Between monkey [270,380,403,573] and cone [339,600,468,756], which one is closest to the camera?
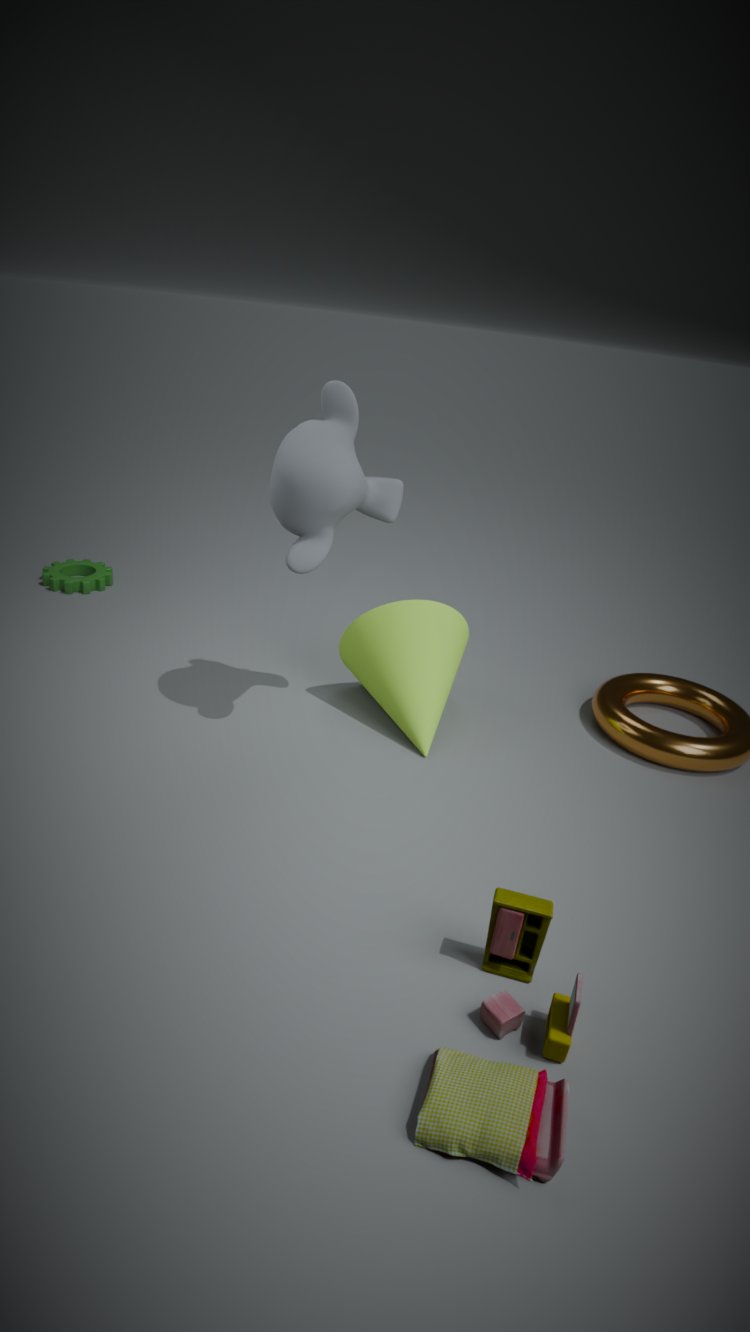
monkey [270,380,403,573]
